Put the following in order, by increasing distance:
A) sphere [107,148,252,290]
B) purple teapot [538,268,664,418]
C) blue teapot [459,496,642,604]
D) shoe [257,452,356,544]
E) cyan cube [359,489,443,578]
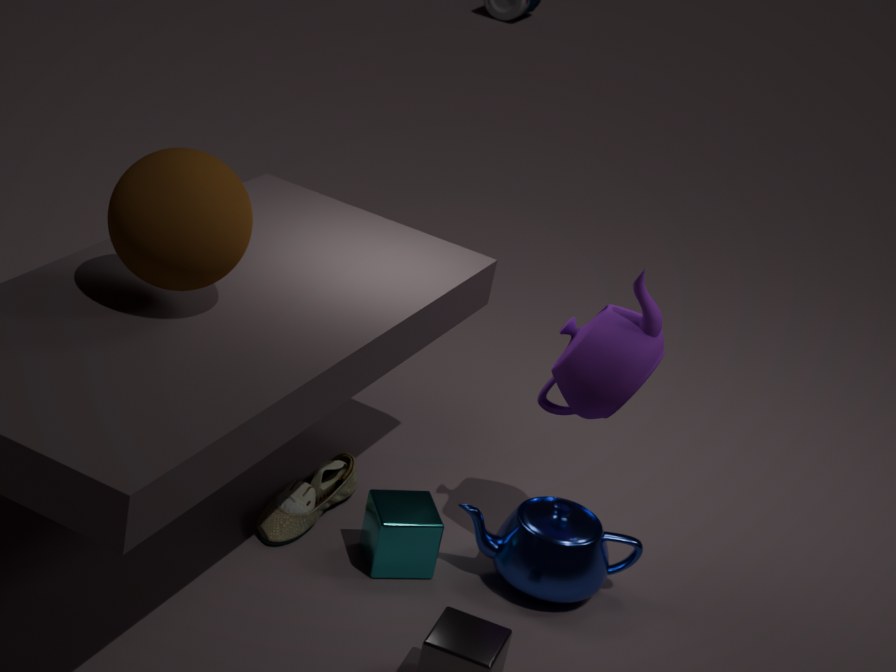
sphere [107,148,252,290] → purple teapot [538,268,664,418] → cyan cube [359,489,443,578] → blue teapot [459,496,642,604] → shoe [257,452,356,544]
